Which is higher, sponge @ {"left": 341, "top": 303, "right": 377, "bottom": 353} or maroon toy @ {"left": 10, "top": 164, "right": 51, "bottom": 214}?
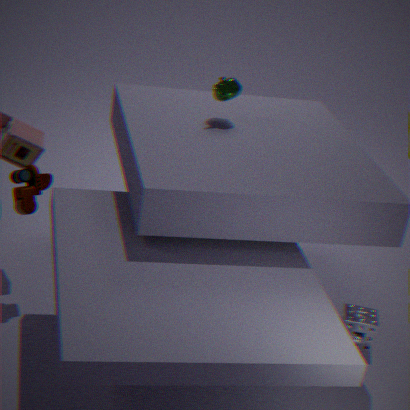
maroon toy @ {"left": 10, "top": 164, "right": 51, "bottom": 214}
